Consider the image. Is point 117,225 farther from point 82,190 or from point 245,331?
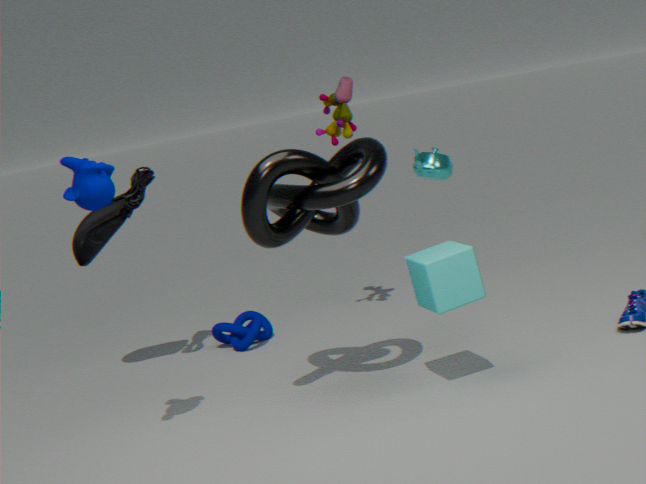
point 82,190
